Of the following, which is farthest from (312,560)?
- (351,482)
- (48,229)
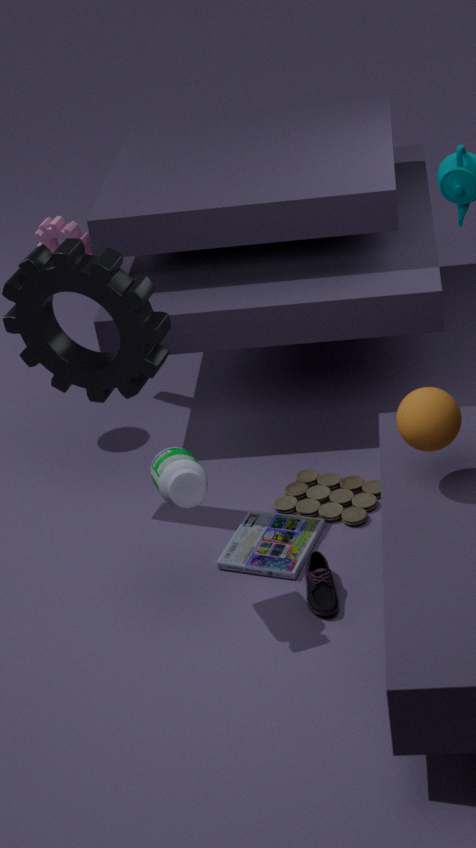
(48,229)
